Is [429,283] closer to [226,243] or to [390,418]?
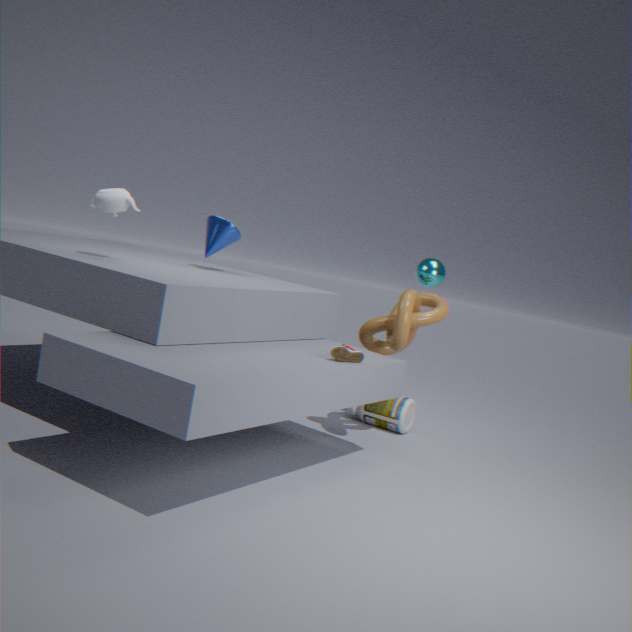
[390,418]
